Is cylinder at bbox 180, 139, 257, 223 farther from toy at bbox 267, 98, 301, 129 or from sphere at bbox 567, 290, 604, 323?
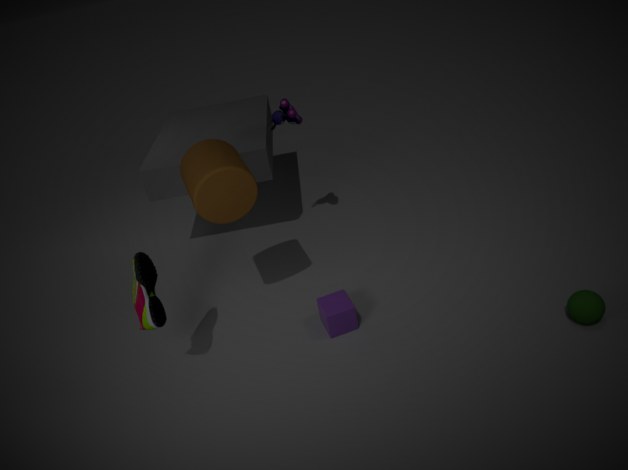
sphere at bbox 567, 290, 604, 323
